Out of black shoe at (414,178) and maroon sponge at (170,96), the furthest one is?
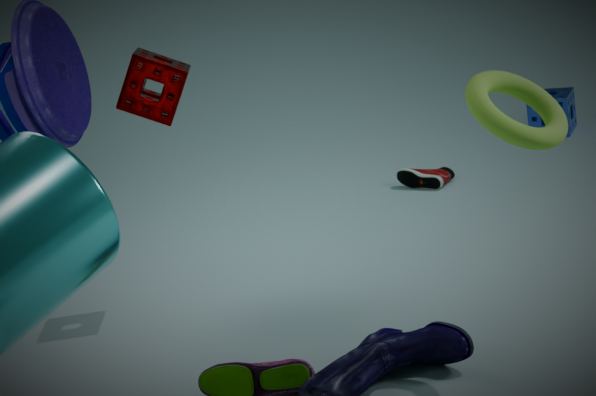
black shoe at (414,178)
